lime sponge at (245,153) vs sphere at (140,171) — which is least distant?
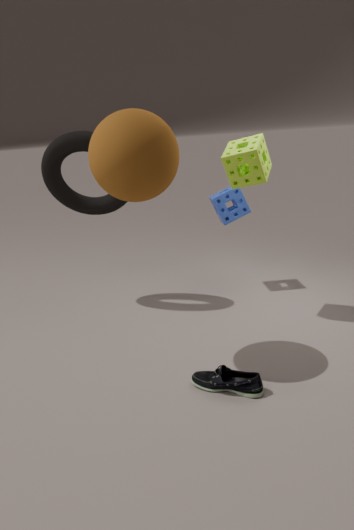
sphere at (140,171)
